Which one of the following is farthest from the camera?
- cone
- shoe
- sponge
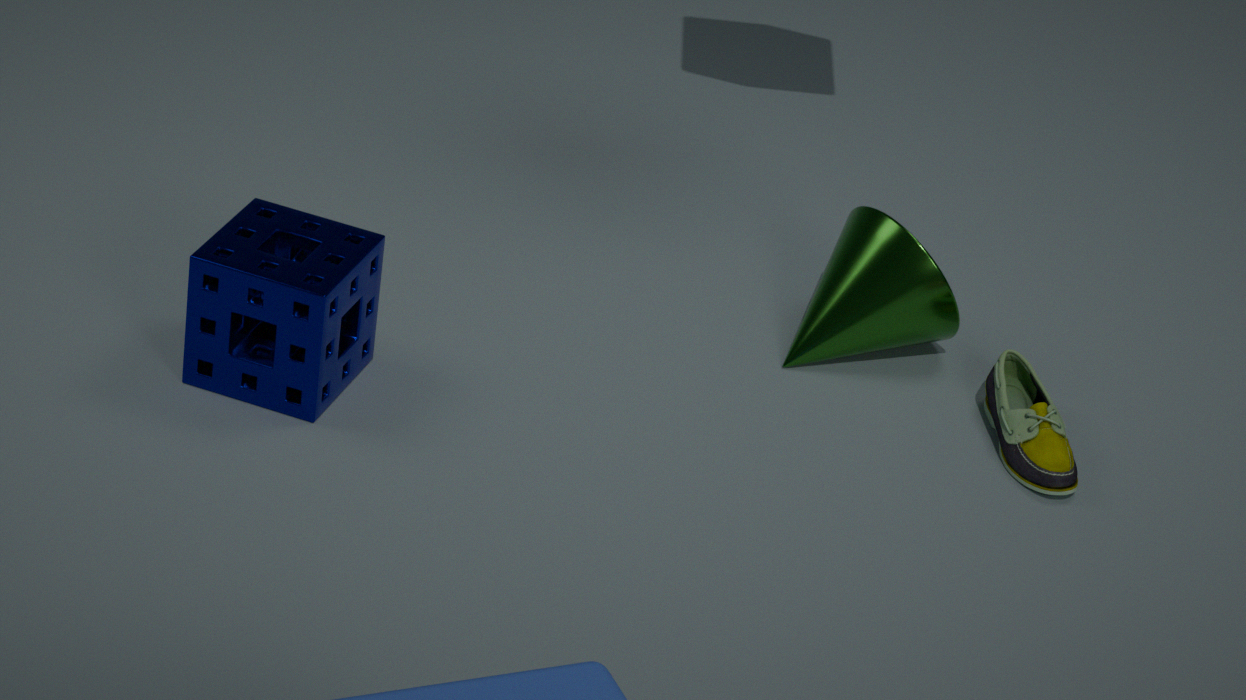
cone
